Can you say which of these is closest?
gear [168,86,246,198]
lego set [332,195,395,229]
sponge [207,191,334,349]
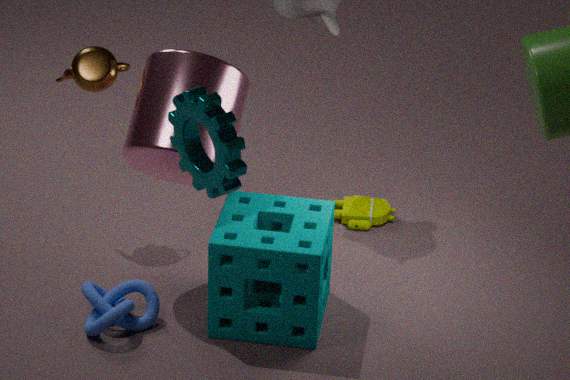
gear [168,86,246,198]
